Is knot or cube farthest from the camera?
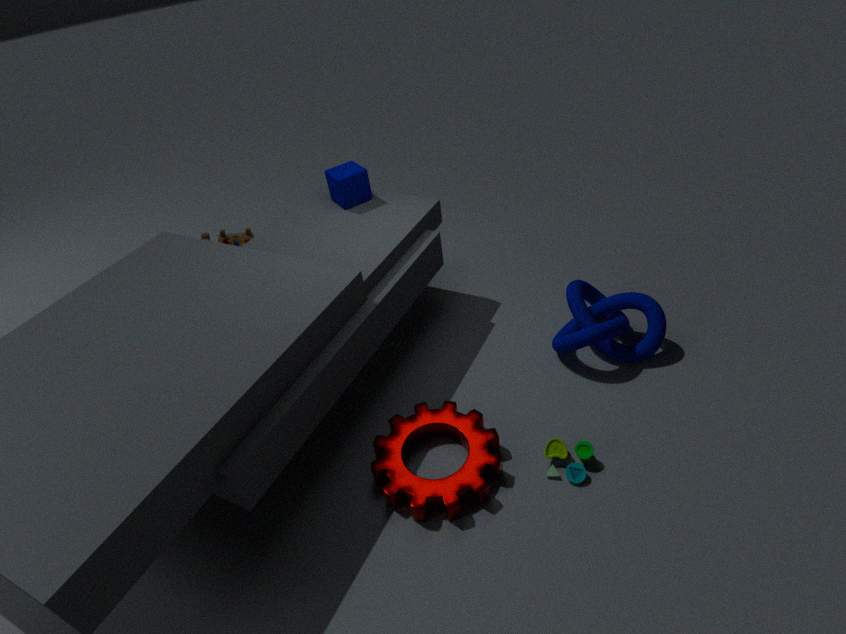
cube
